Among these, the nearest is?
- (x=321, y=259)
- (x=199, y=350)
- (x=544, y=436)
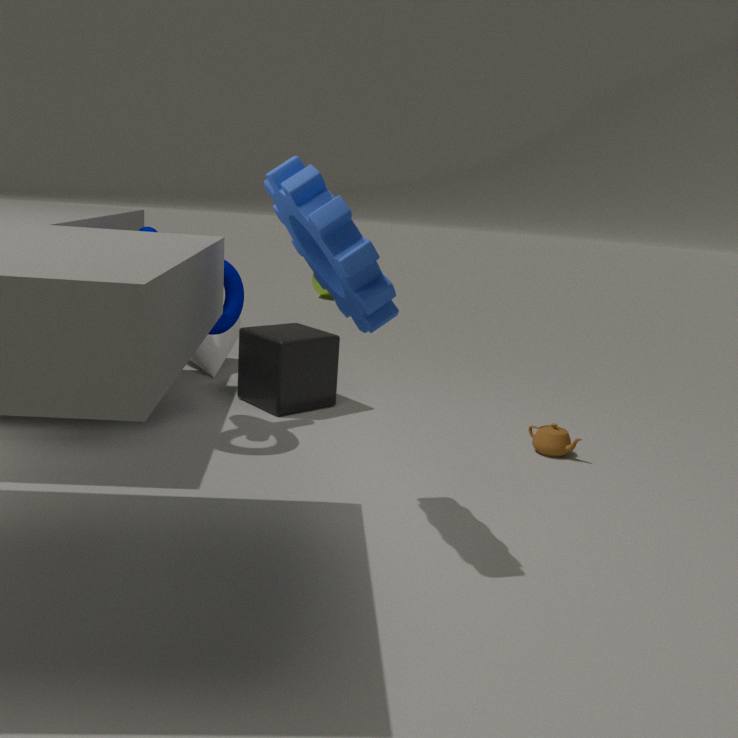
(x=321, y=259)
